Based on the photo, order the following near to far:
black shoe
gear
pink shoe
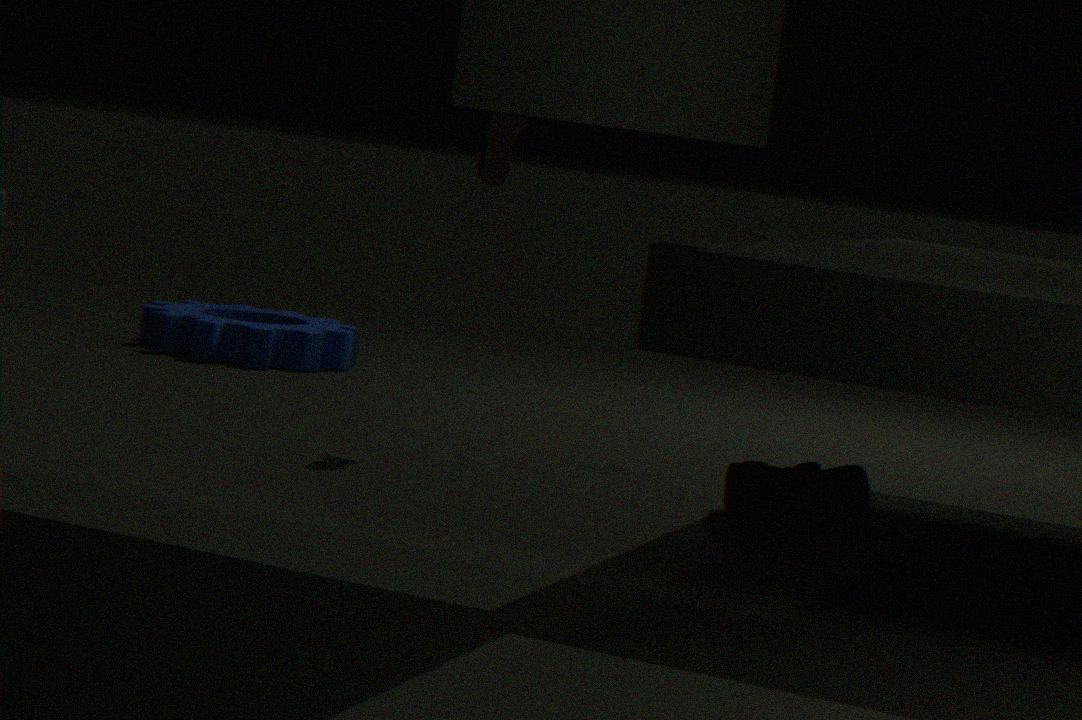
1. black shoe
2. pink shoe
3. gear
